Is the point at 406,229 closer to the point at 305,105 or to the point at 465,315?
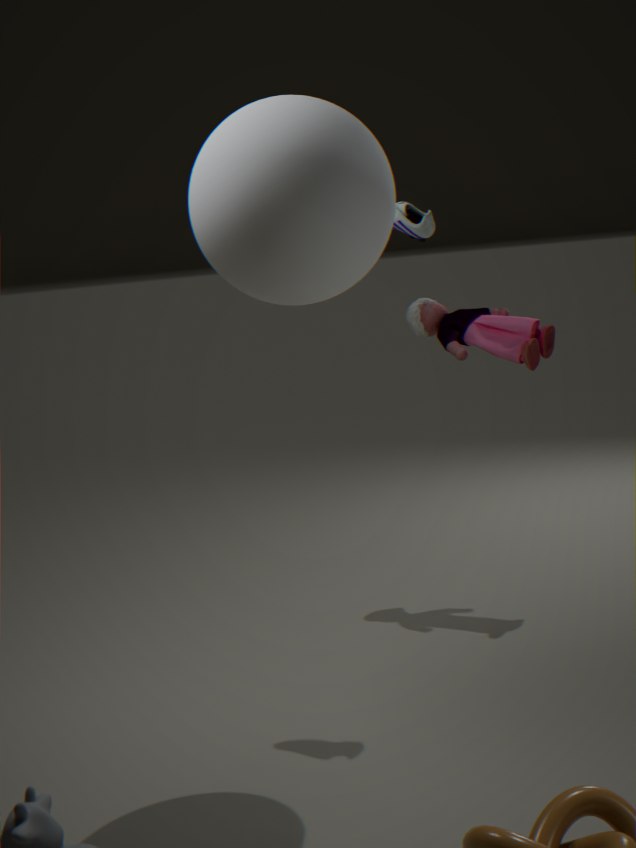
the point at 305,105
